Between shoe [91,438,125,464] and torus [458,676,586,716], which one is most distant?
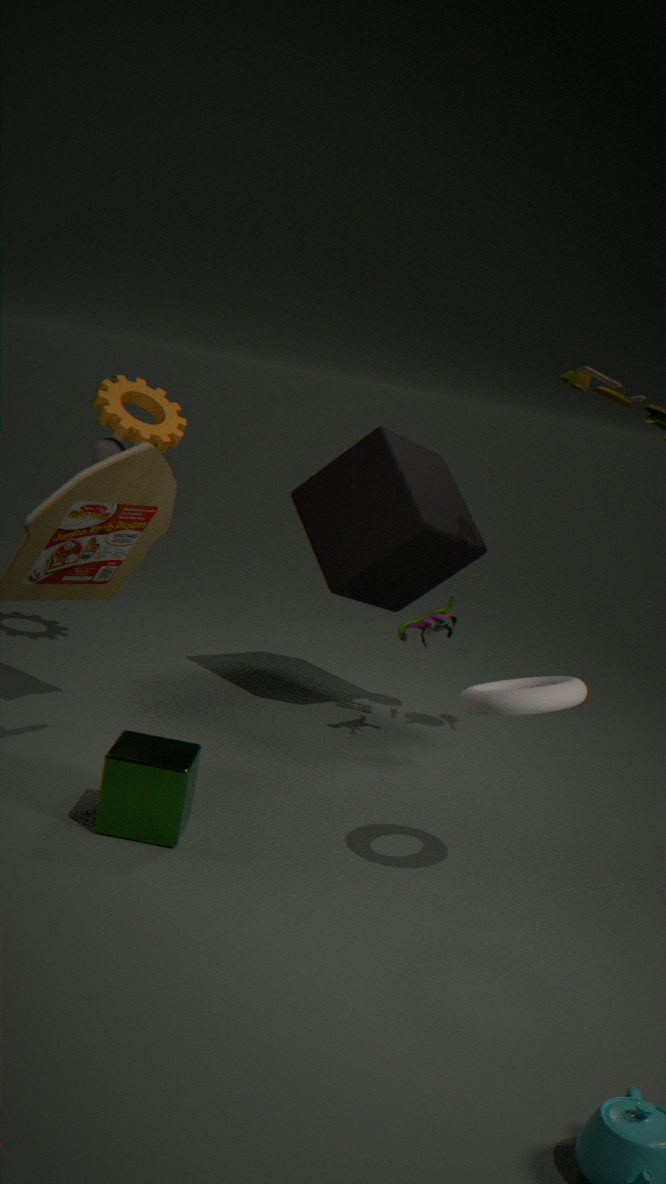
shoe [91,438,125,464]
